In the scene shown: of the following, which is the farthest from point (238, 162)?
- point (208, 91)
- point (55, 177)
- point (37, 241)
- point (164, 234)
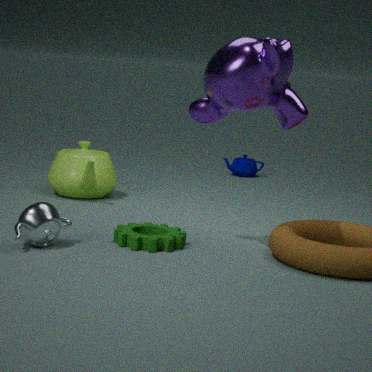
point (37, 241)
